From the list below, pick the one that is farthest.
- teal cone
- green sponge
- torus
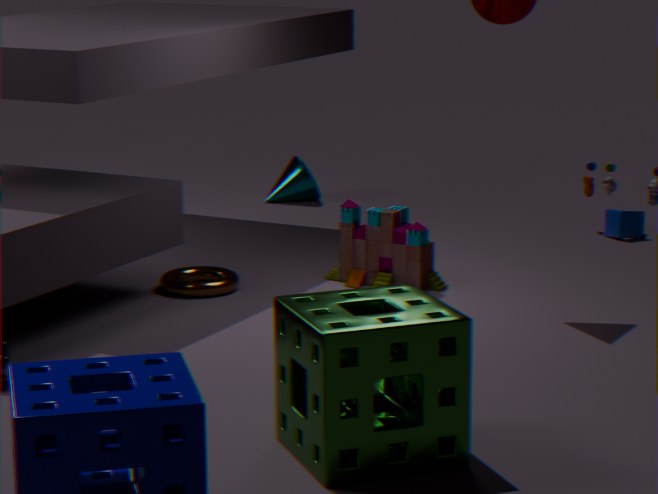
teal cone
